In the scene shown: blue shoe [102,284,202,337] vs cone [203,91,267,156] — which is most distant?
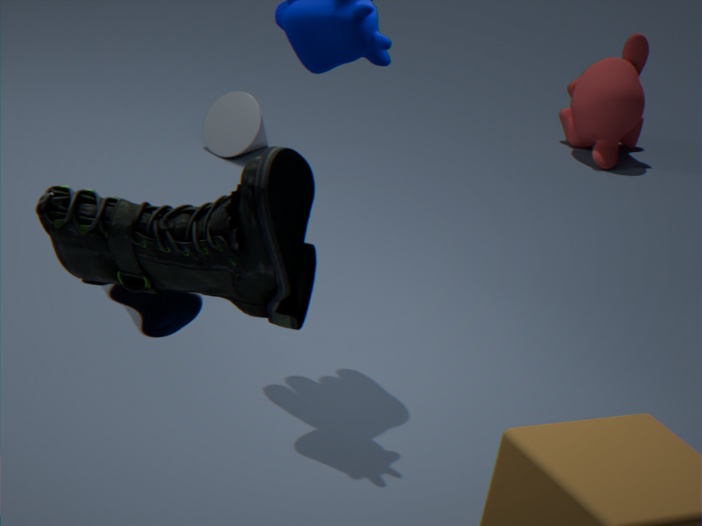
cone [203,91,267,156]
